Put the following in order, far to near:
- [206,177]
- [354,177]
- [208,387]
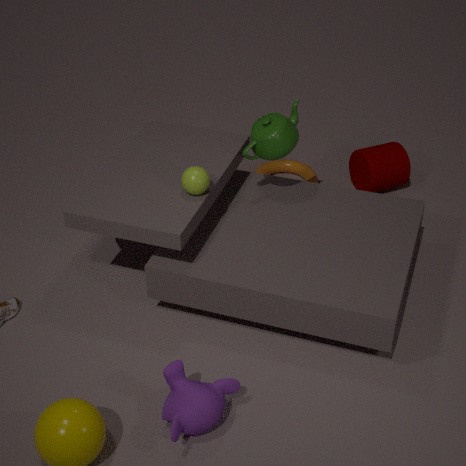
[354,177], [206,177], [208,387]
